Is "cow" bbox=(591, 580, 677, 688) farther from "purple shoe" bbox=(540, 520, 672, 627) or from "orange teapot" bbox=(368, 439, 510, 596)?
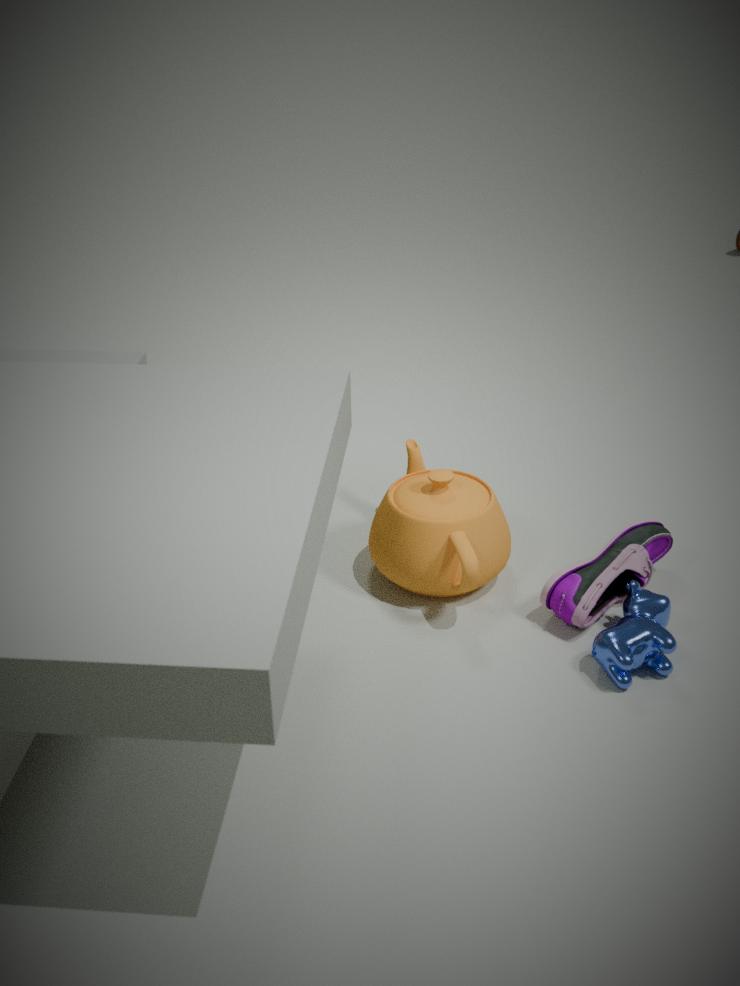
"orange teapot" bbox=(368, 439, 510, 596)
